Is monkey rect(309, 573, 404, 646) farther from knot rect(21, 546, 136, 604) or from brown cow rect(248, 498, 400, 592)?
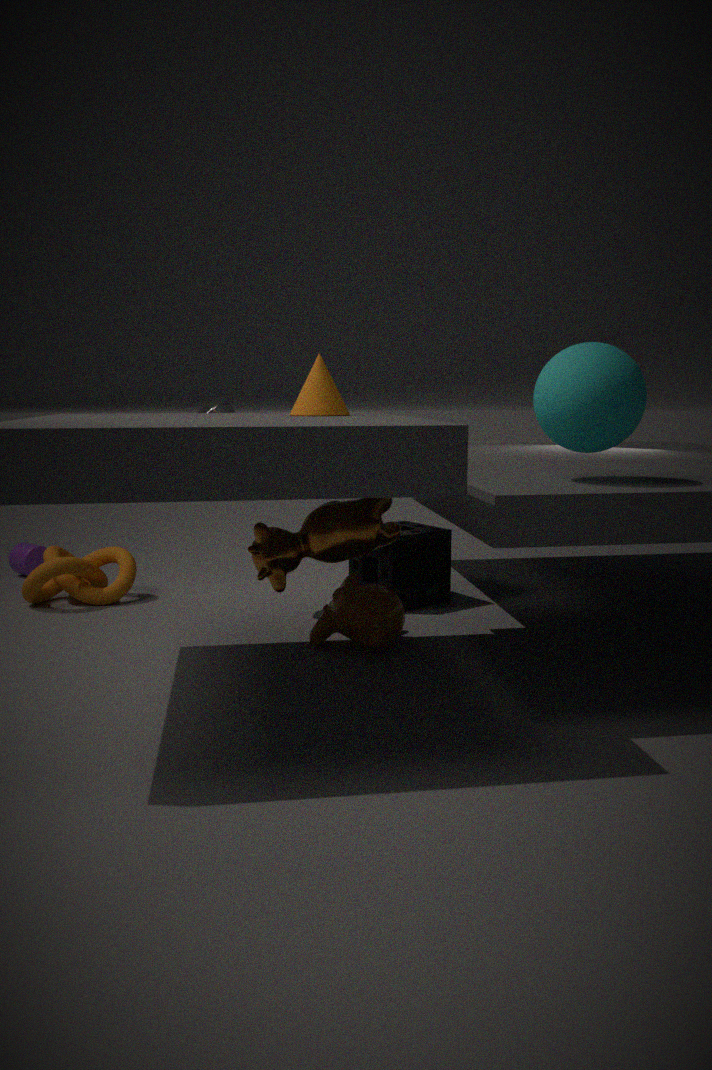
knot rect(21, 546, 136, 604)
